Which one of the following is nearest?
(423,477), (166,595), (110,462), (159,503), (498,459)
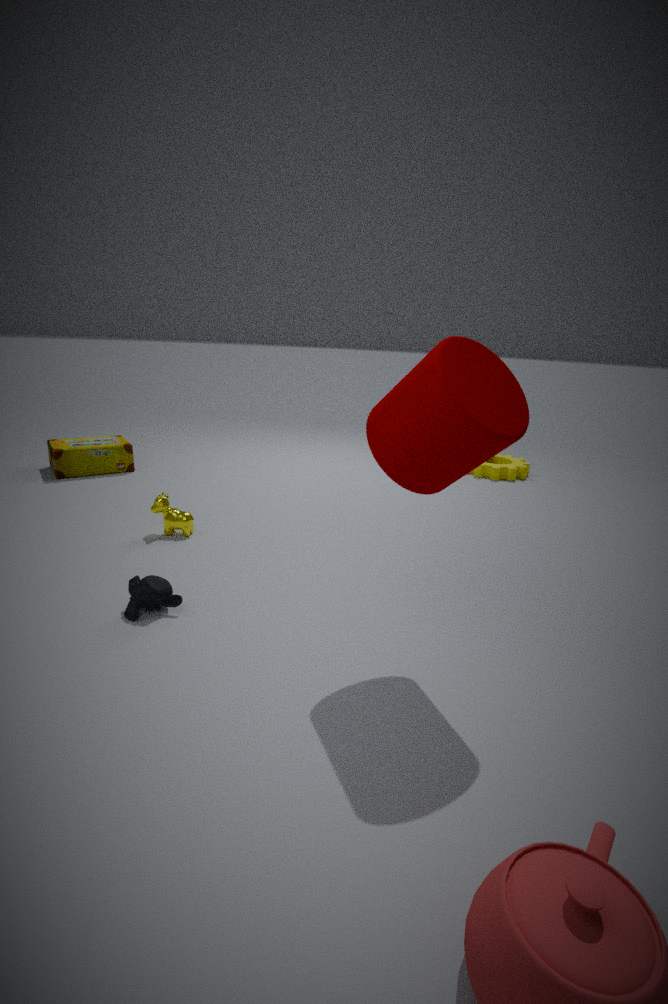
(423,477)
